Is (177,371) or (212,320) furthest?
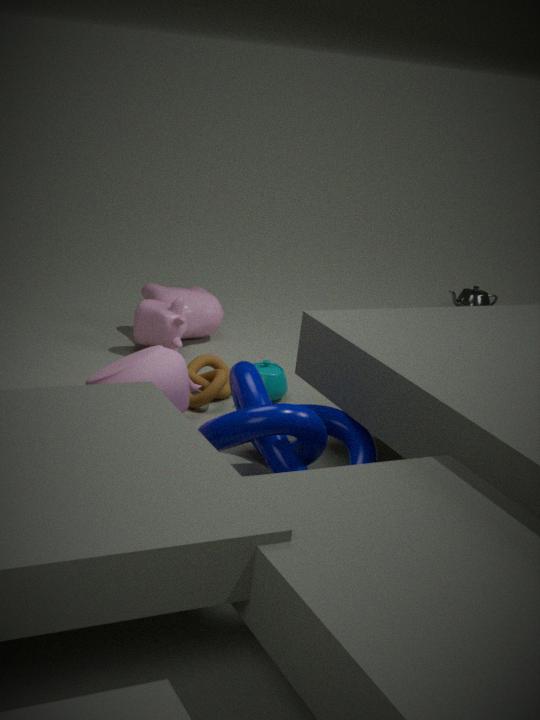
(212,320)
